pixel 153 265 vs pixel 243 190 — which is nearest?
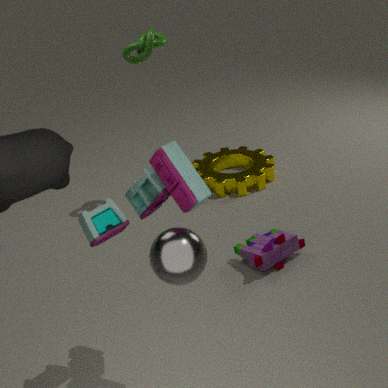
pixel 153 265
